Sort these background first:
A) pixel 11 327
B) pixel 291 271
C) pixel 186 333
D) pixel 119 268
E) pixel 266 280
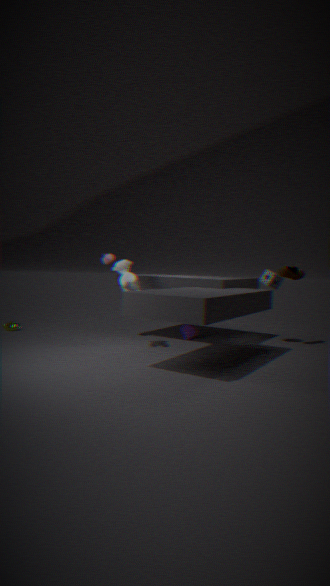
pixel 11 327, pixel 186 333, pixel 266 280, pixel 291 271, pixel 119 268
